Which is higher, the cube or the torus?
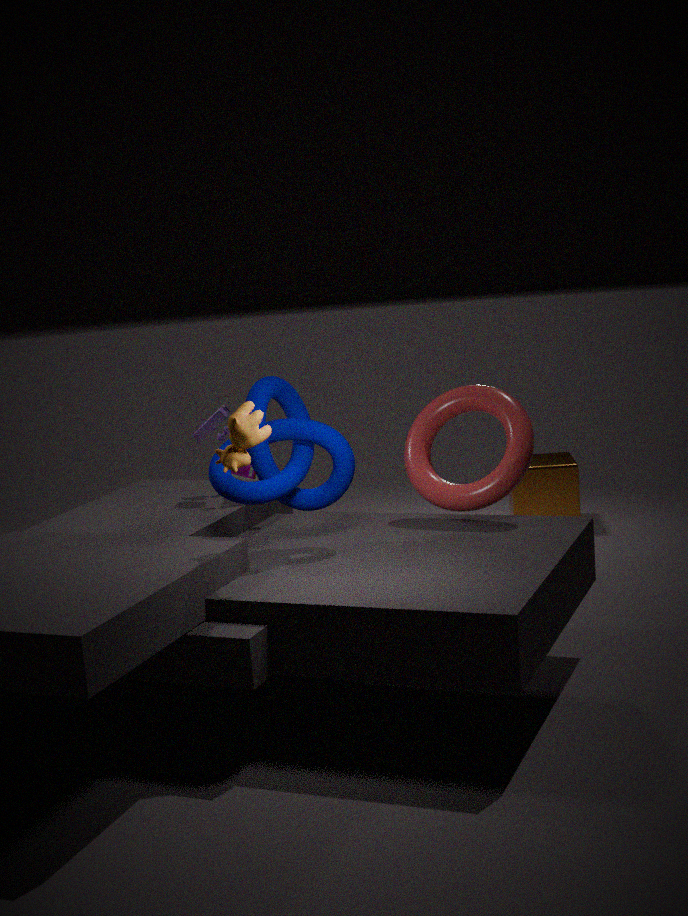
the torus
